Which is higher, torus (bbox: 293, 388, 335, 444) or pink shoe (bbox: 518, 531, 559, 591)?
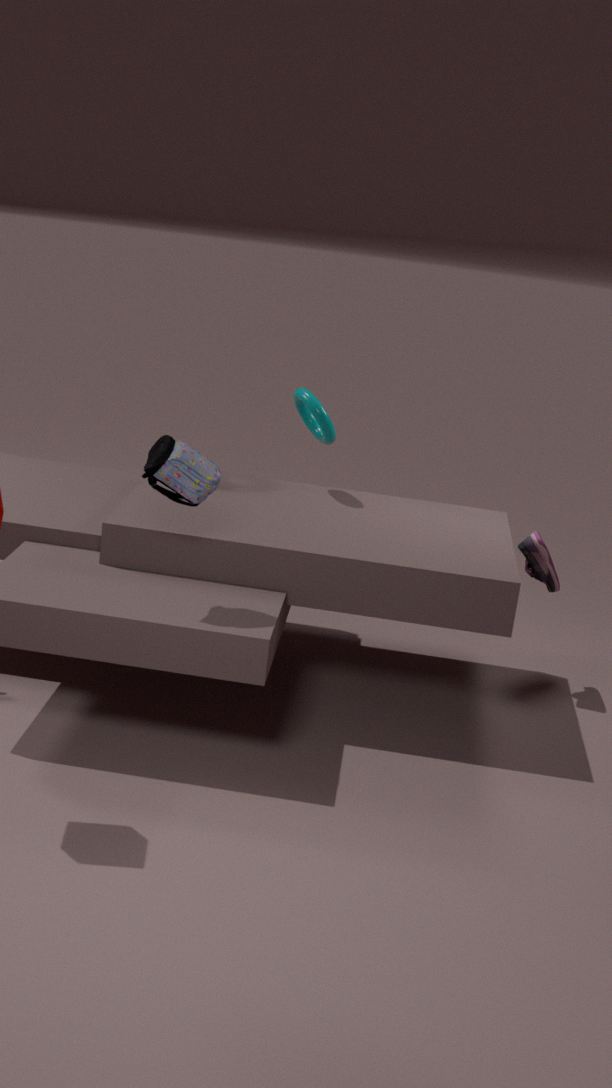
torus (bbox: 293, 388, 335, 444)
